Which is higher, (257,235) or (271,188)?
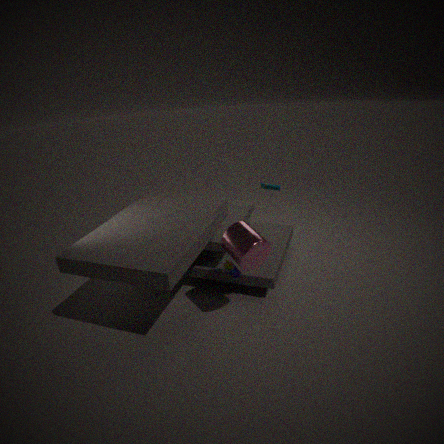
(271,188)
